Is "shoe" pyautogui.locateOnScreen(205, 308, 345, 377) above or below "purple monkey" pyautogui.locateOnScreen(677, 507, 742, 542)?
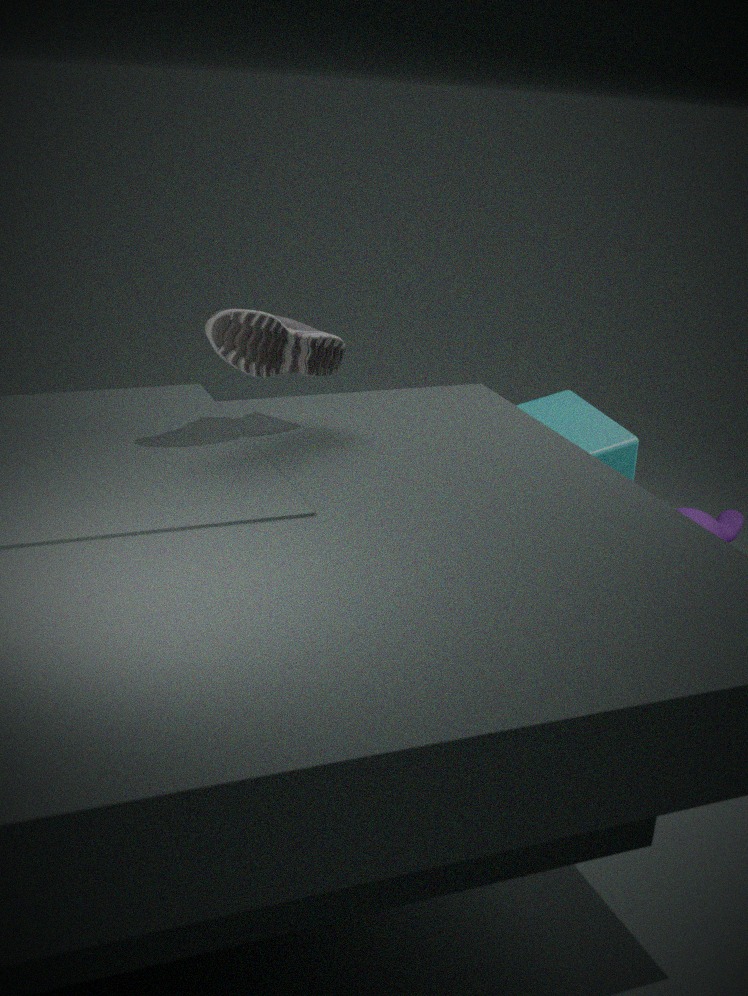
above
